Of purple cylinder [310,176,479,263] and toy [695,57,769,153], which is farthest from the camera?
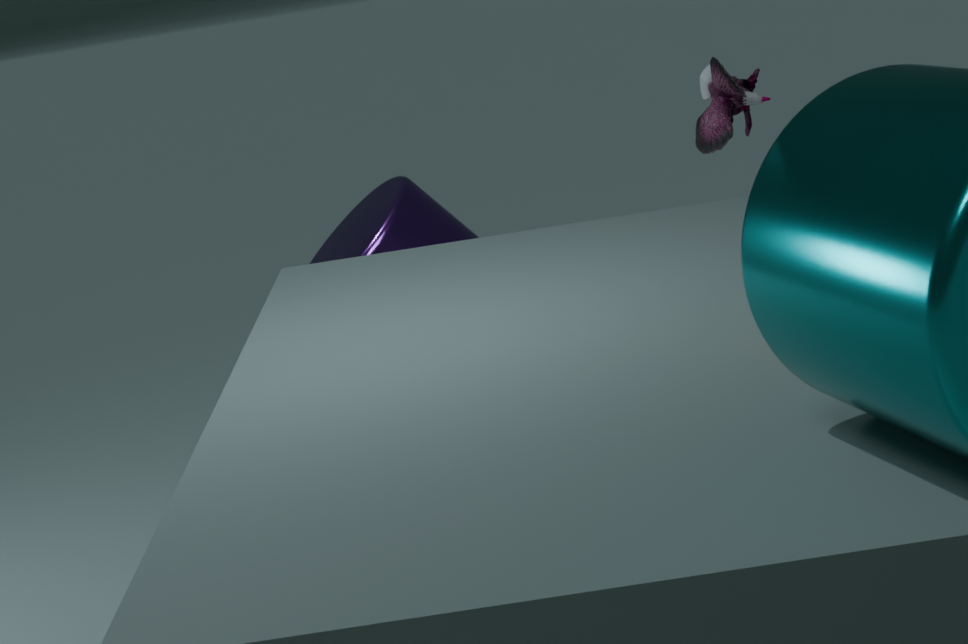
toy [695,57,769,153]
